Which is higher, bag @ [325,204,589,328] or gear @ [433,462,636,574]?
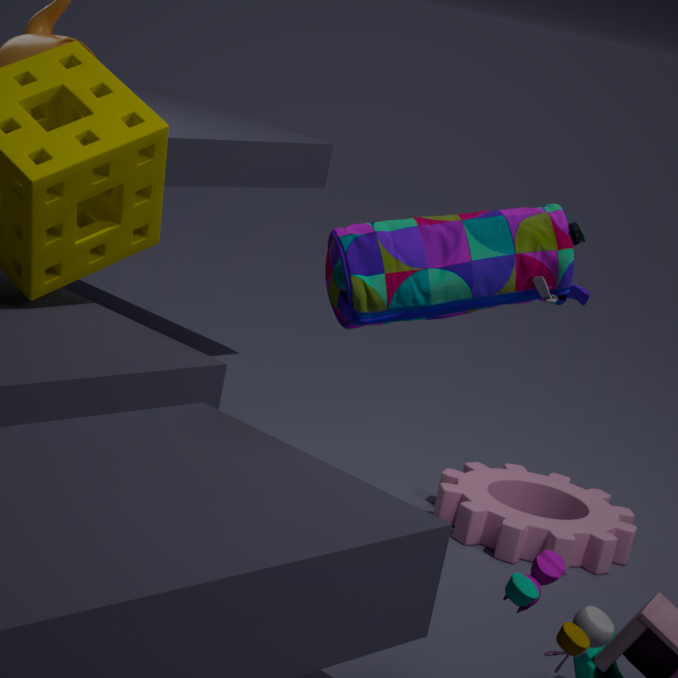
bag @ [325,204,589,328]
